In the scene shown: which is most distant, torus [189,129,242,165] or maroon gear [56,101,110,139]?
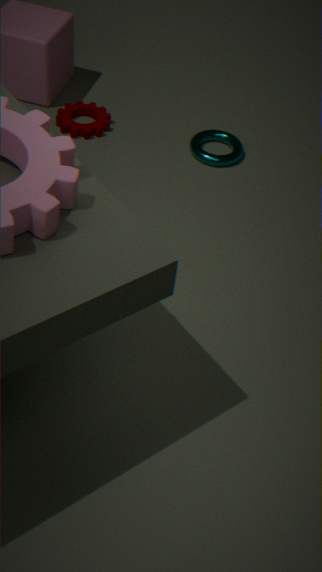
maroon gear [56,101,110,139]
